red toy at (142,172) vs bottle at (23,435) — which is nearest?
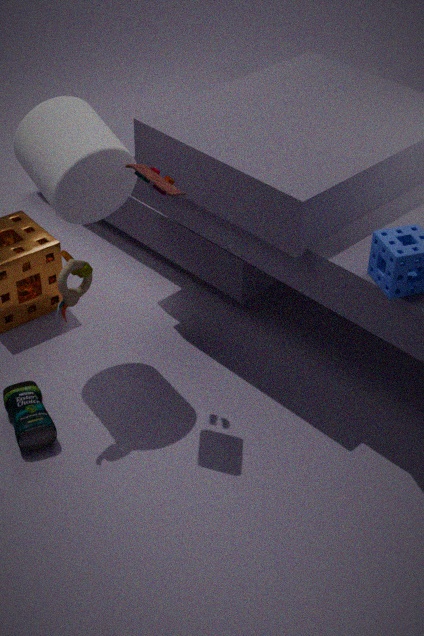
red toy at (142,172)
